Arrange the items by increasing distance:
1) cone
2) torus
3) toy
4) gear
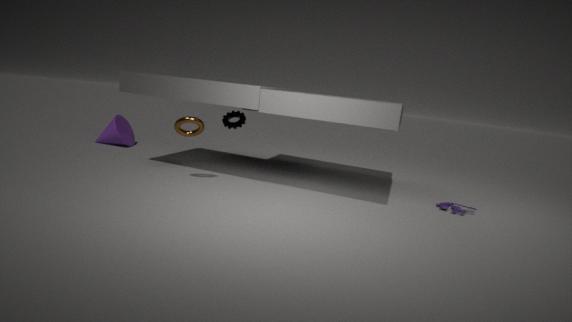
1. 2. torus
2. 3. toy
3. 4. gear
4. 1. cone
